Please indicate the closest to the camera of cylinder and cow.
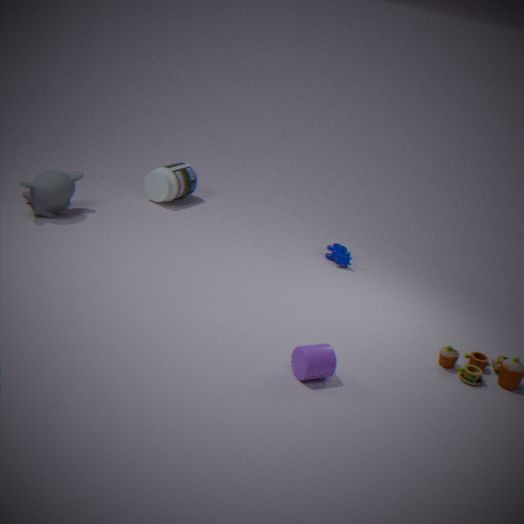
cylinder
